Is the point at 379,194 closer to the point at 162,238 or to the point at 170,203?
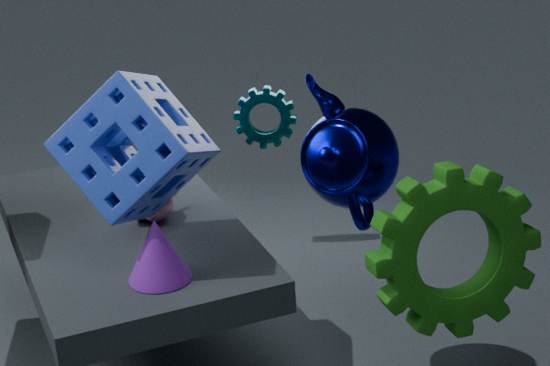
the point at 162,238
